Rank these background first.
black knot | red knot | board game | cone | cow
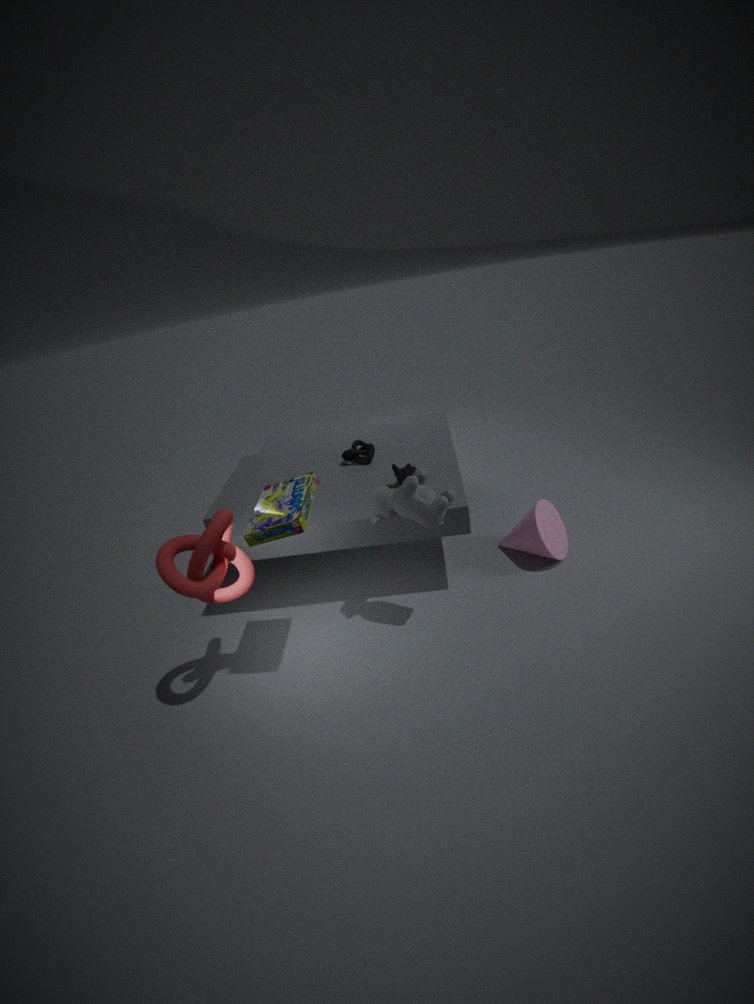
black knot < cone < cow < board game < red knot
